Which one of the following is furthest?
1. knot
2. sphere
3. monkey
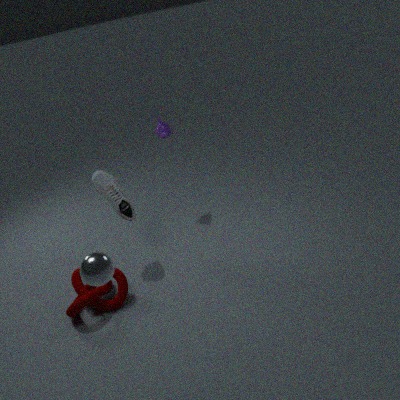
monkey
